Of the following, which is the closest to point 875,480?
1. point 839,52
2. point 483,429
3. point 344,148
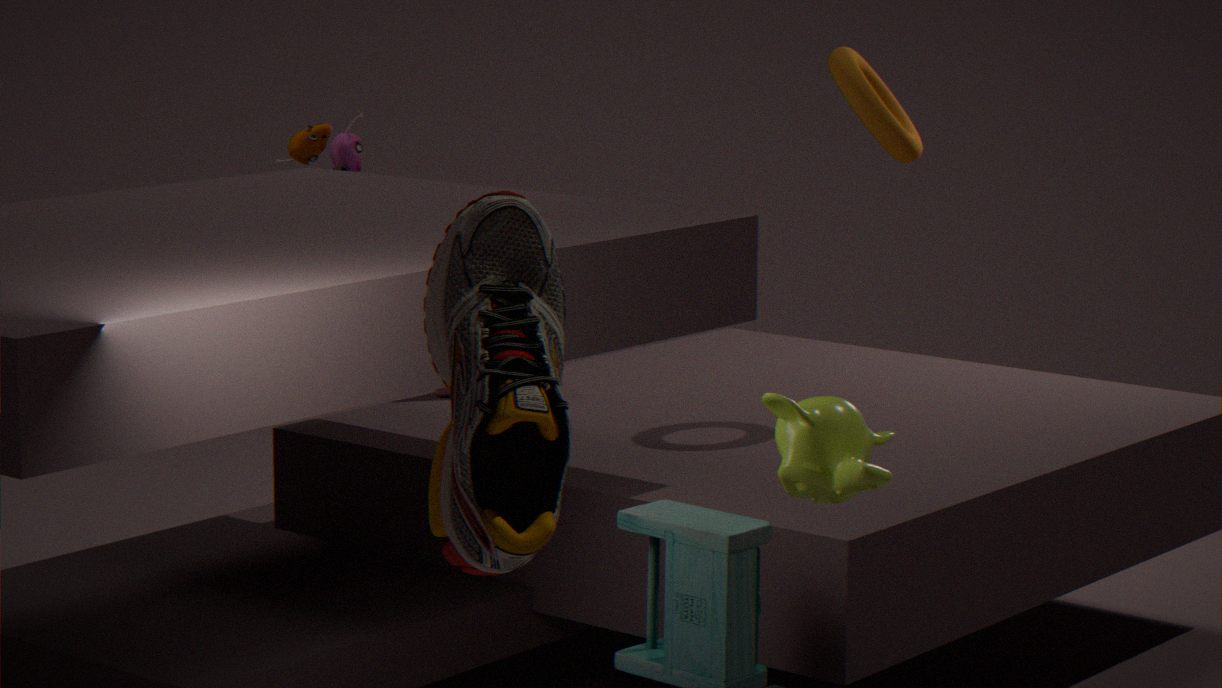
point 483,429
